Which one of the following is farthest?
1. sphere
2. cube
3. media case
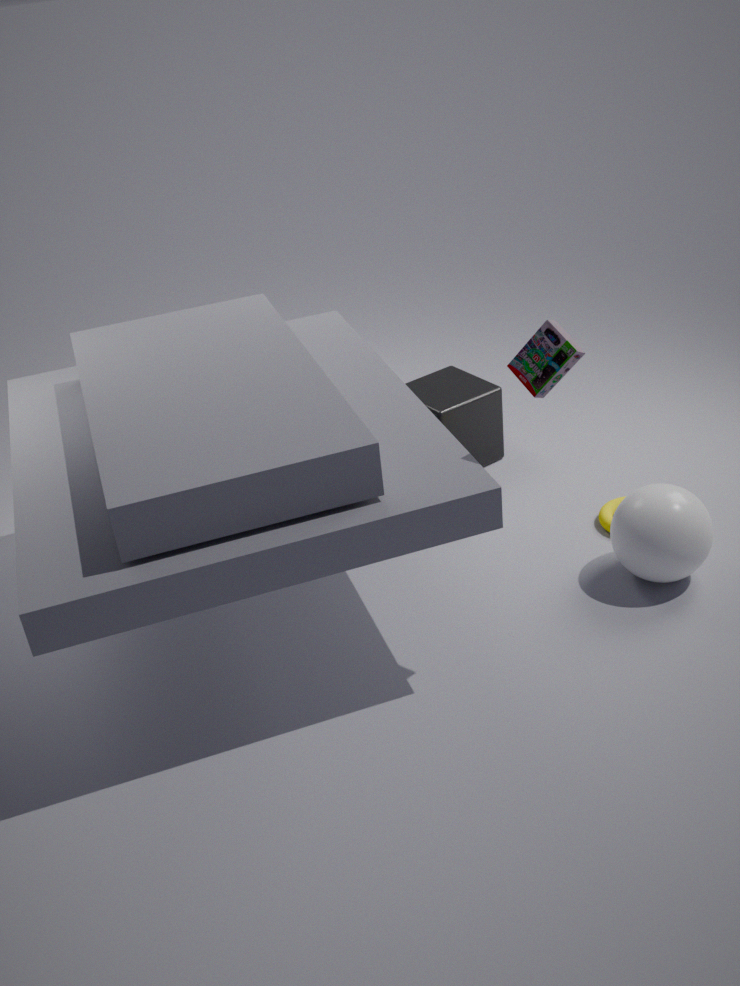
cube
